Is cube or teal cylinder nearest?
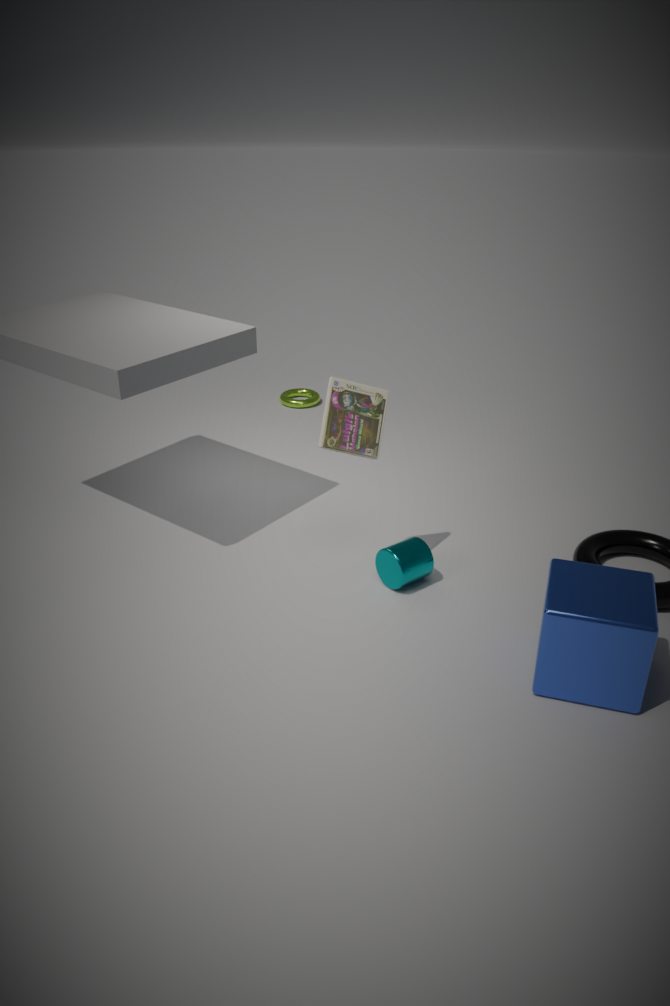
cube
